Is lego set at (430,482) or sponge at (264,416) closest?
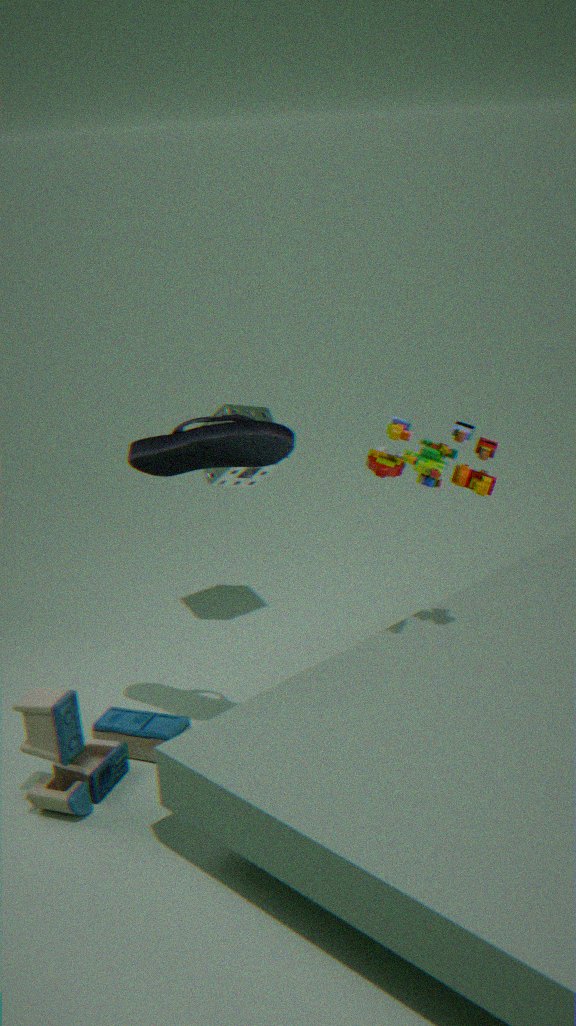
lego set at (430,482)
